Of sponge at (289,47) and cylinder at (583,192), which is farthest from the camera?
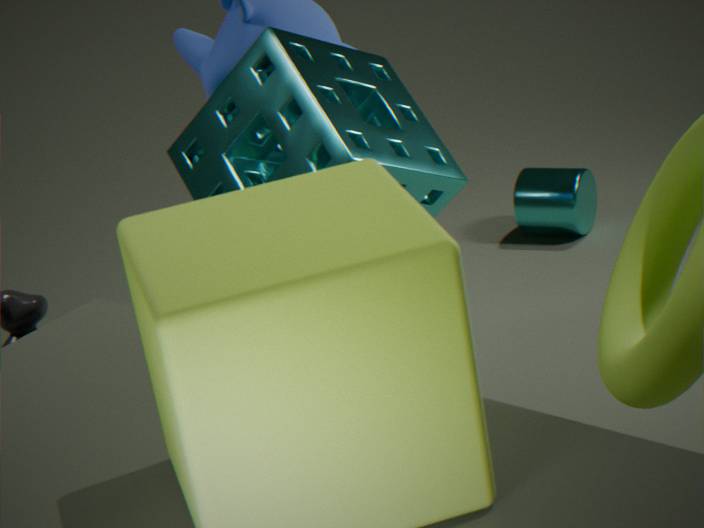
cylinder at (583,192)
